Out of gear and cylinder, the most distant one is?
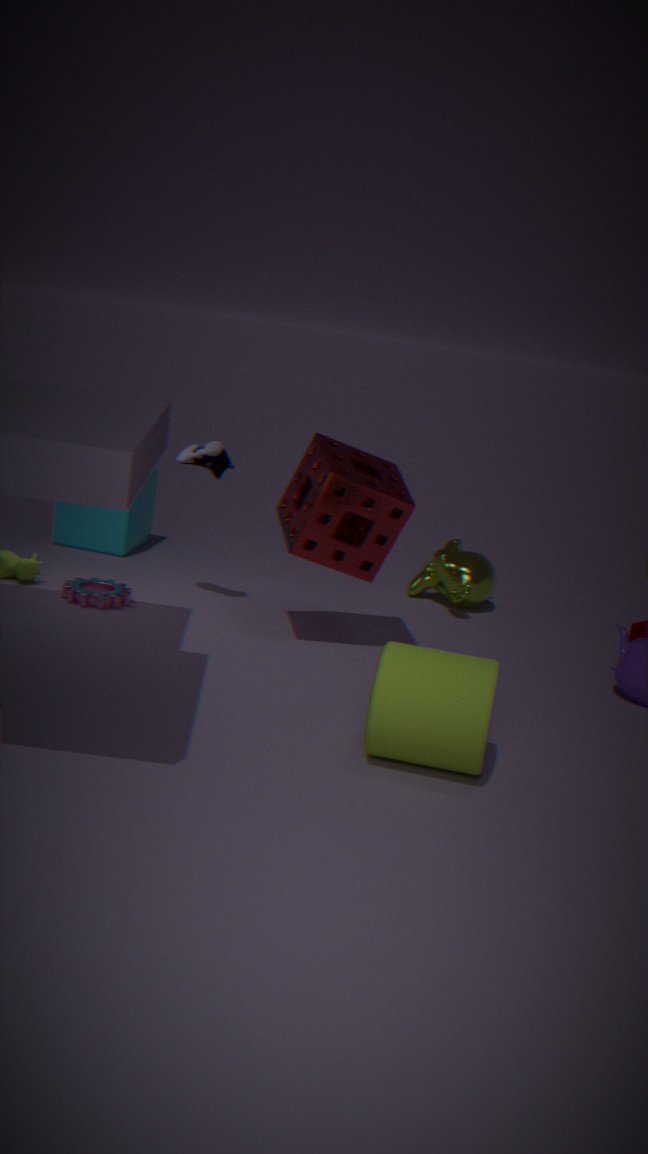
gear
